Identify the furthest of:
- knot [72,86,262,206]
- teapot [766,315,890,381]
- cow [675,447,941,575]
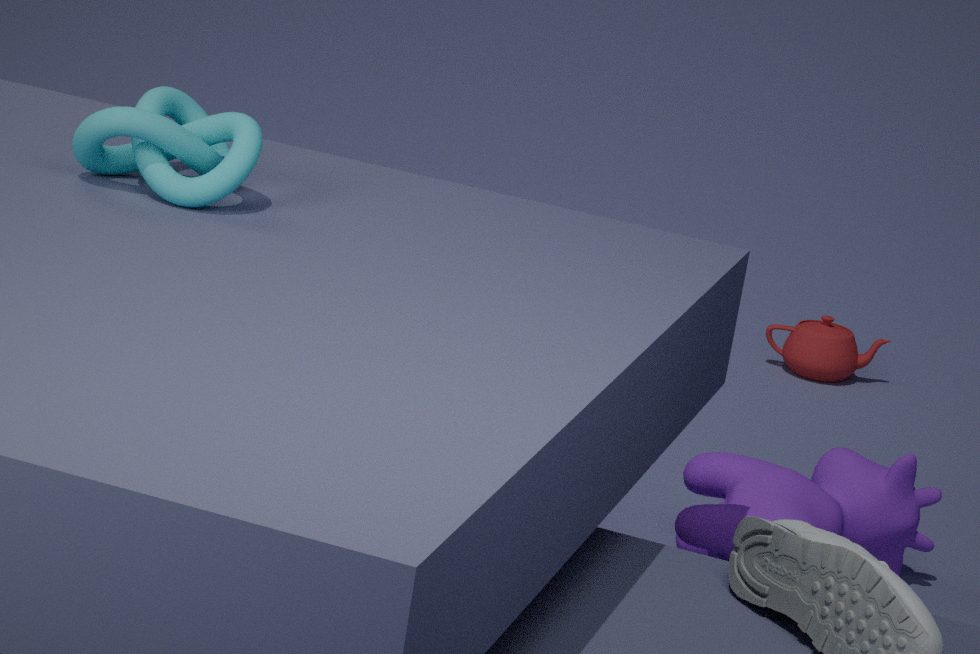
teapot [766,315,890,381]
